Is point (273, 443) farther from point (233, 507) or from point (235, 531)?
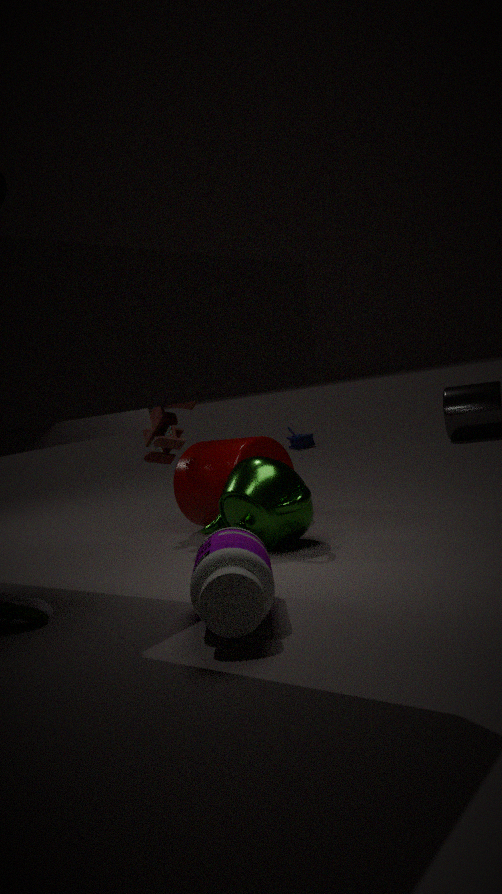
point (235, 531)
